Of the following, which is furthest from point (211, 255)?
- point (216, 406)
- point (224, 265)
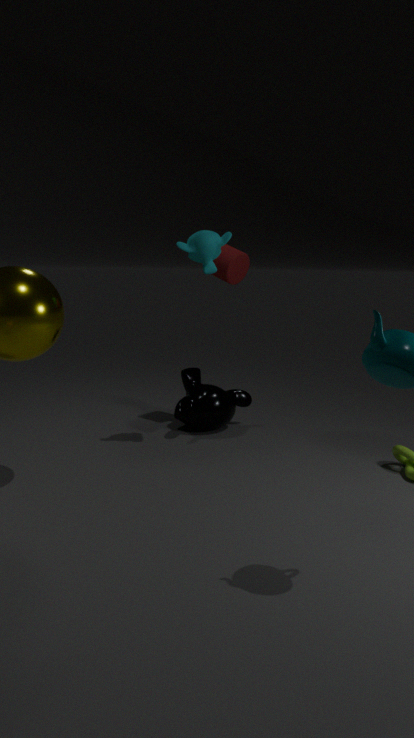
point (216, 406)
